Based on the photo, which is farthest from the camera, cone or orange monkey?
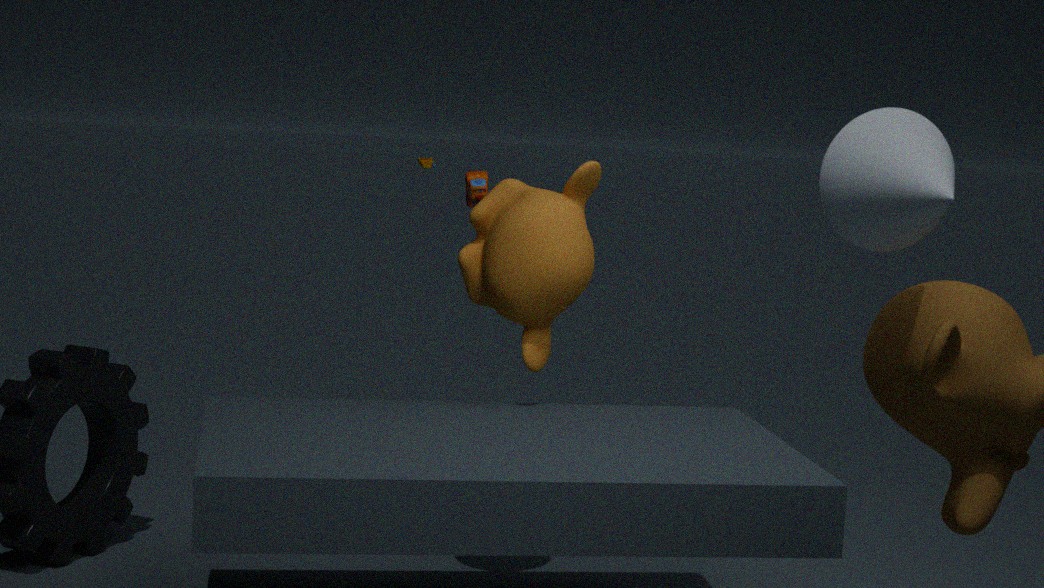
orange monkey
